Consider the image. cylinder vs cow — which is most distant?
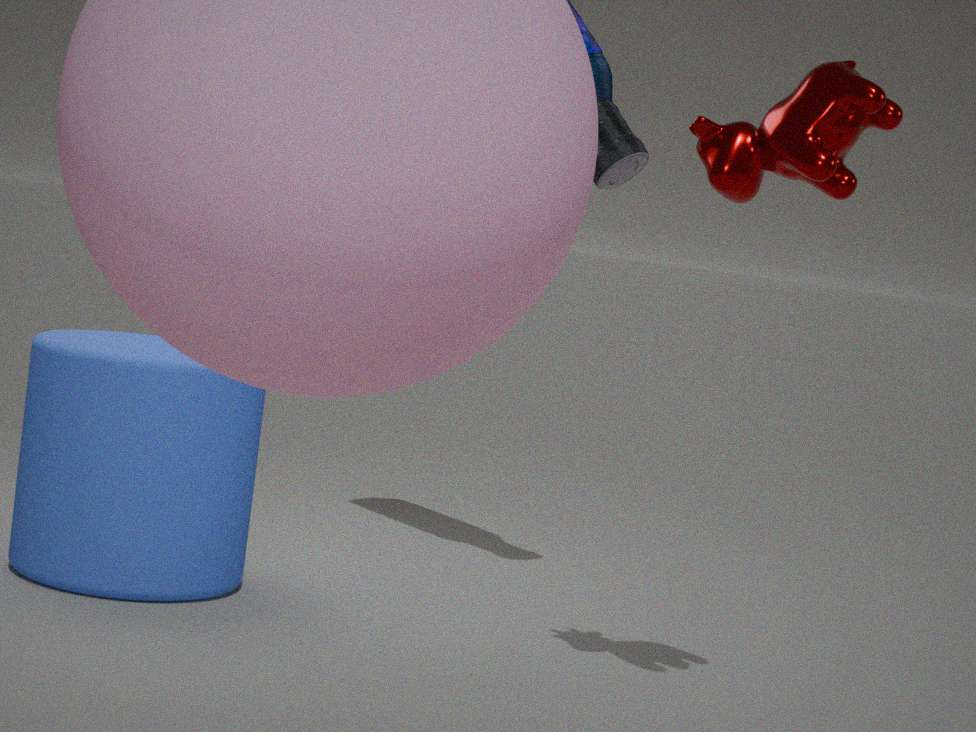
cylinder
